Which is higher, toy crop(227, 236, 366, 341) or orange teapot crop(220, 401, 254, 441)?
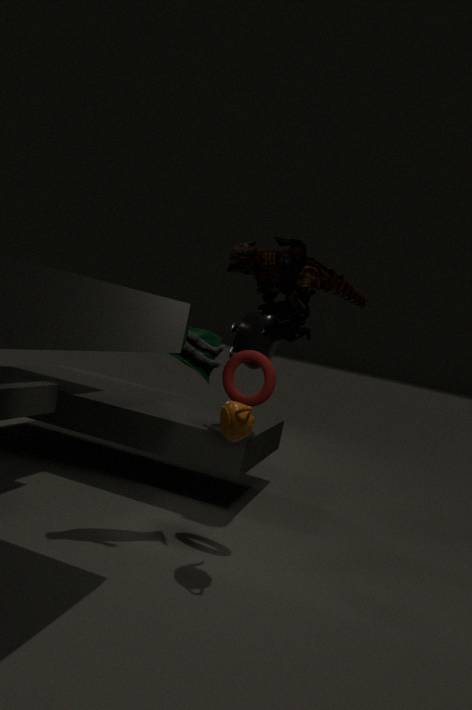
toy crop(227, 236, 366, 341)
